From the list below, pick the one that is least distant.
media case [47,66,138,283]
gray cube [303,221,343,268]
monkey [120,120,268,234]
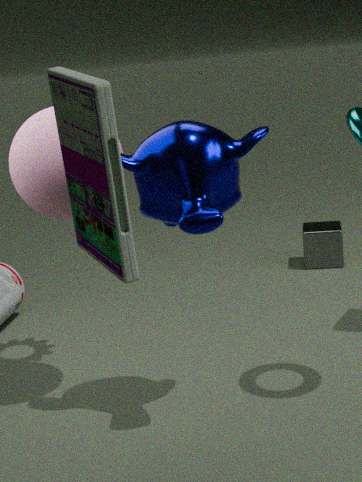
media case [47,66,138,283]
